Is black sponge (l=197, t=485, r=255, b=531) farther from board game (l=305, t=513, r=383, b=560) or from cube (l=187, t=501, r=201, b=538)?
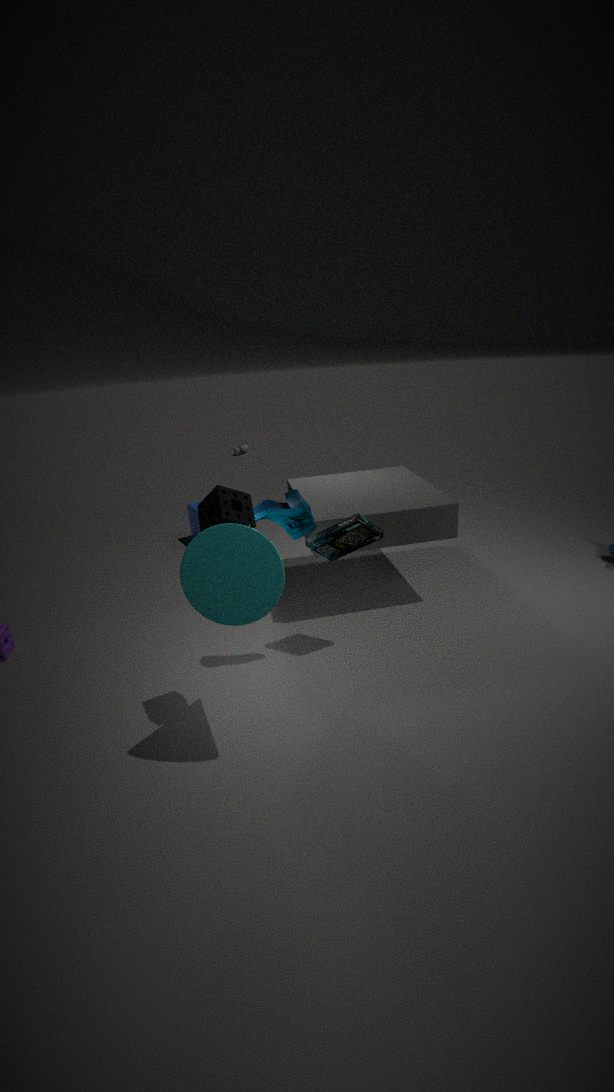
cube (l=187, t=501, r=201, b=538)
